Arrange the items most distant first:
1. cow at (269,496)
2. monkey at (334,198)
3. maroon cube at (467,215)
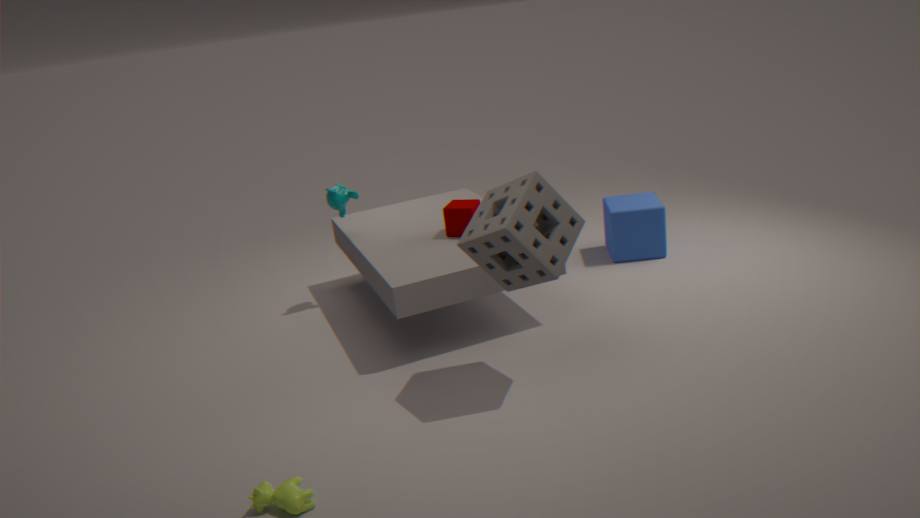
monkey at (334,198) → maroon cube at (467,215) → cow at (269,496)
